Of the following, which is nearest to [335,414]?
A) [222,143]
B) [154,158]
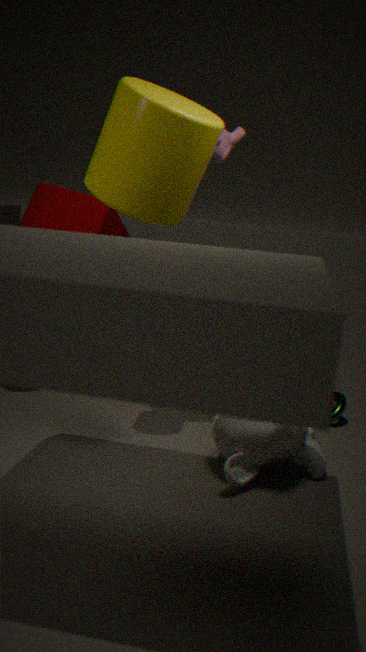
[222,143]
